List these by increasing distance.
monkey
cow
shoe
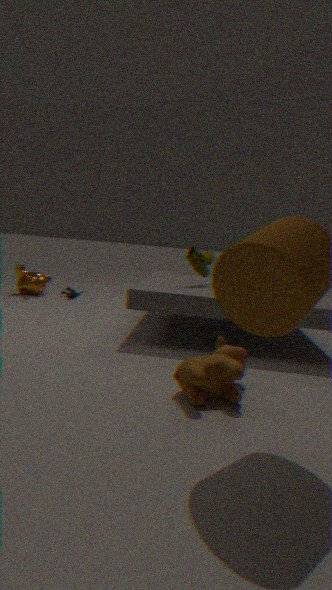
cow → shoe → monkey
